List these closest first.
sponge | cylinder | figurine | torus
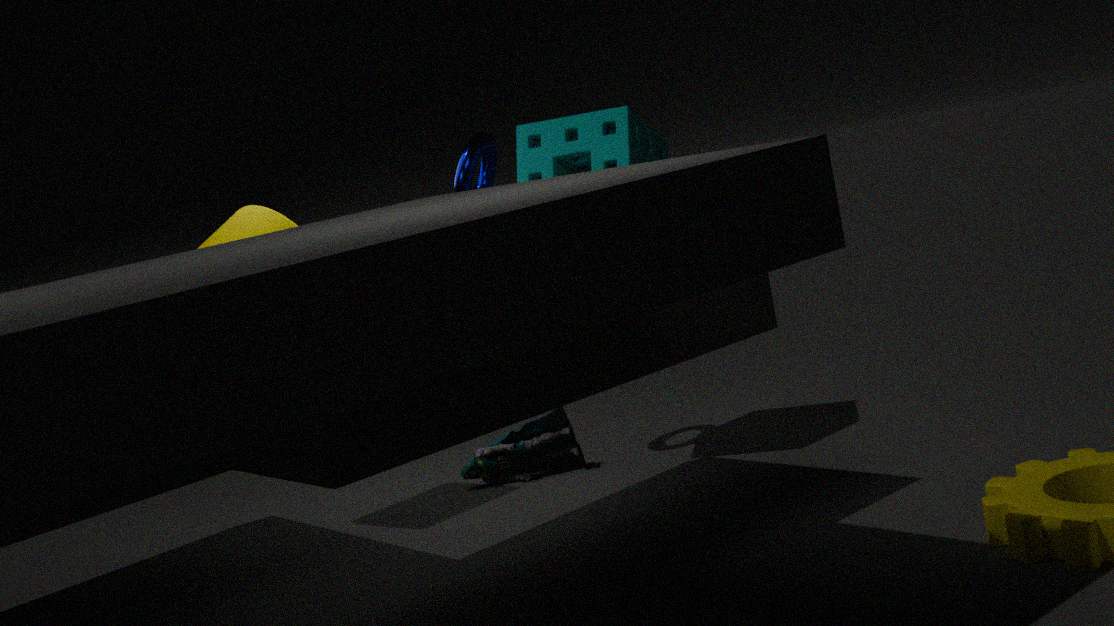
sponge → cylinder → torus → figurine
